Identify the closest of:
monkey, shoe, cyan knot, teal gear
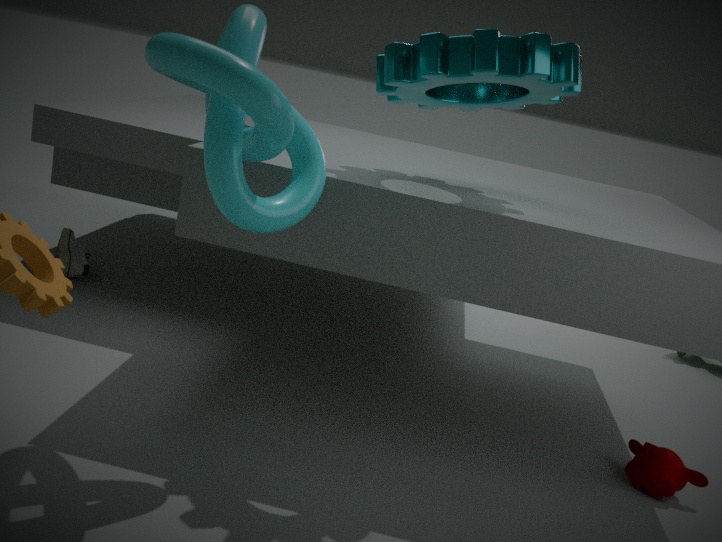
cyan knot
